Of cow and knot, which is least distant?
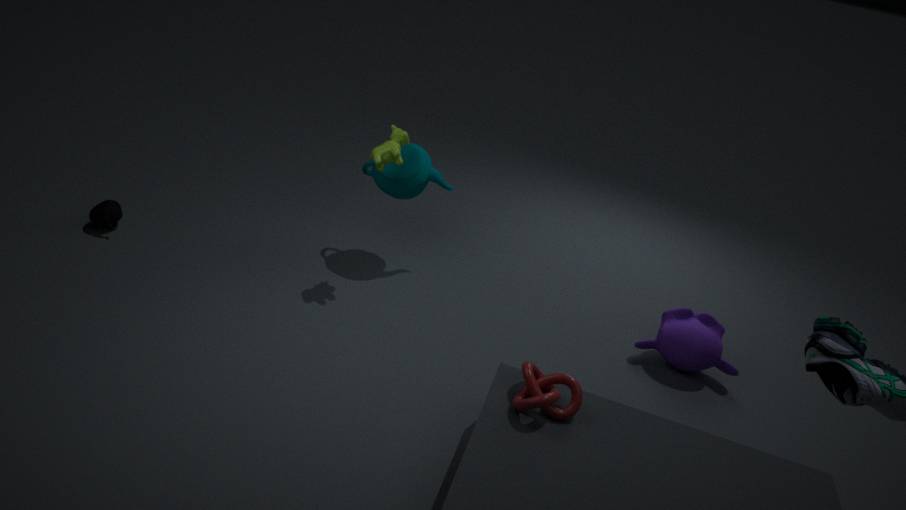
knot
